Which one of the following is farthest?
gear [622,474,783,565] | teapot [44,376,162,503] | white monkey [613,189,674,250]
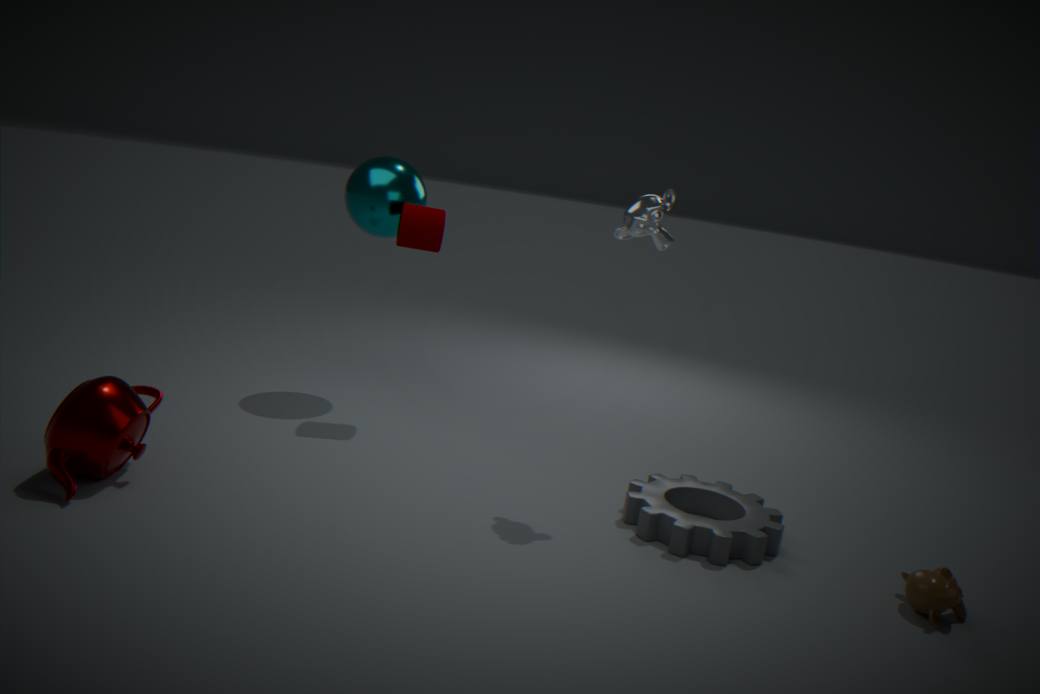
white monkey [613,189,674,250]
